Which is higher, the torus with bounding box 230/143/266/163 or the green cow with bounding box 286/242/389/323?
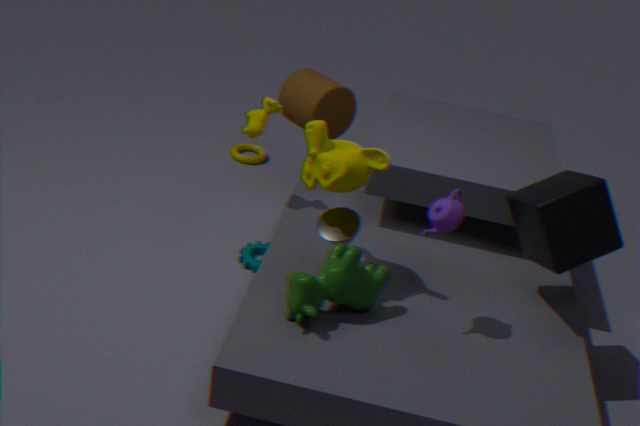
the green cow with bounding box 286/242/389/323
